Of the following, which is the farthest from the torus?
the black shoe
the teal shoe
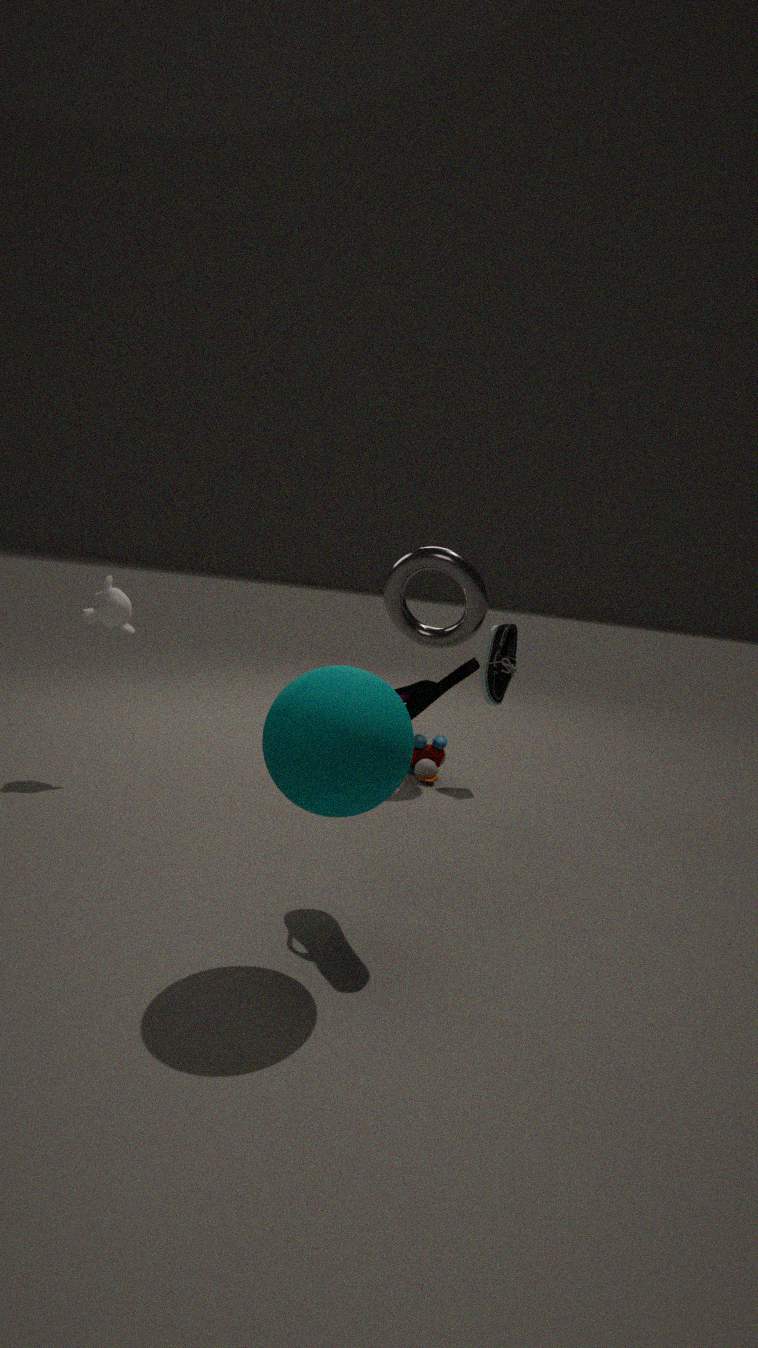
the teal shoe
